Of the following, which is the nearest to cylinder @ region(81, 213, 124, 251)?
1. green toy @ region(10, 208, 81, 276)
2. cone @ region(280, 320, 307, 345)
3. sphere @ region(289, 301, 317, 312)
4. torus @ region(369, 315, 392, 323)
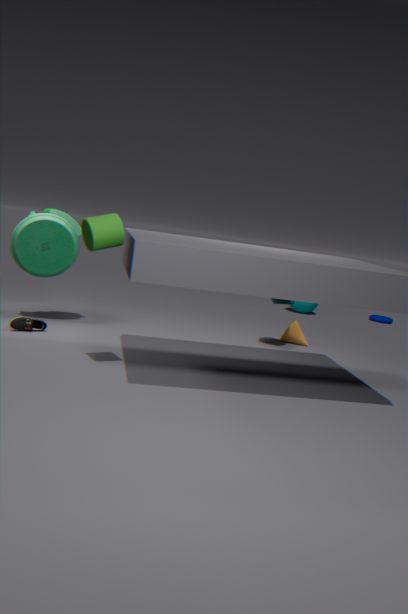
green toy @ region(10, 208, 81, 276)
